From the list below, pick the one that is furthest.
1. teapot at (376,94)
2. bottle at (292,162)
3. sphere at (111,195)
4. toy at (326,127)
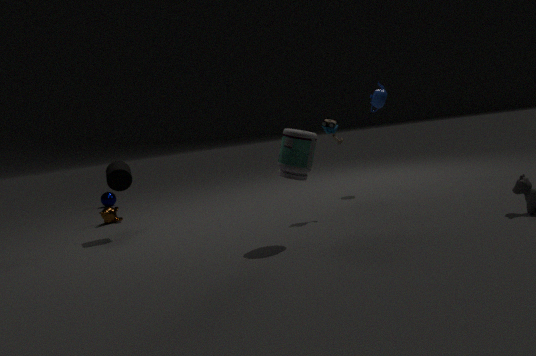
sphere at (111,195)
